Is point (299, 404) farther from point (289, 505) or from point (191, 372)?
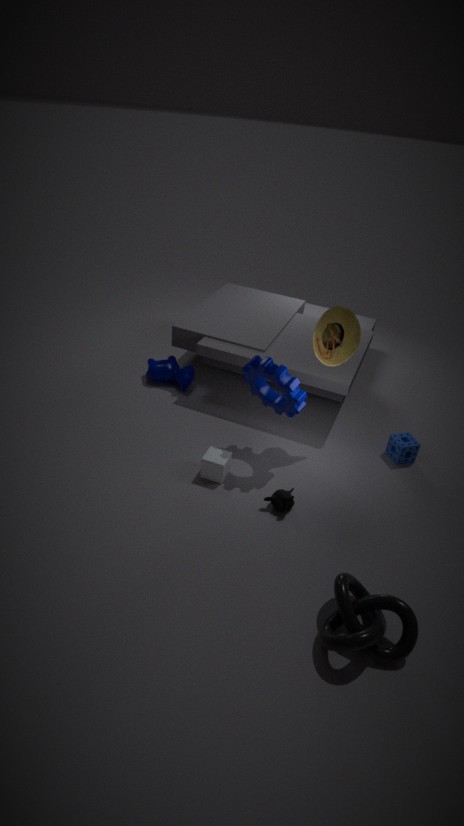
point (191, 372)
